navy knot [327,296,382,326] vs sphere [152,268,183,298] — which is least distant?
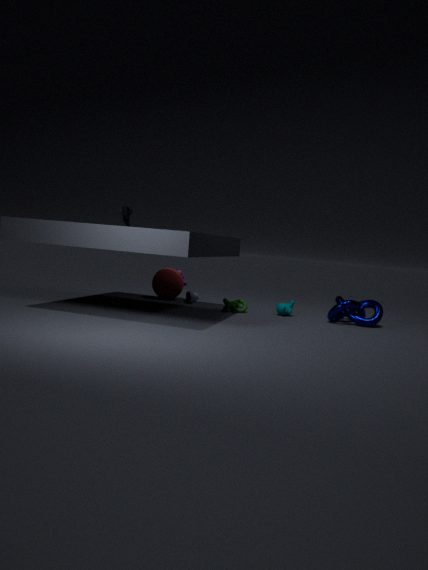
navy knot [327,296,382,326]
